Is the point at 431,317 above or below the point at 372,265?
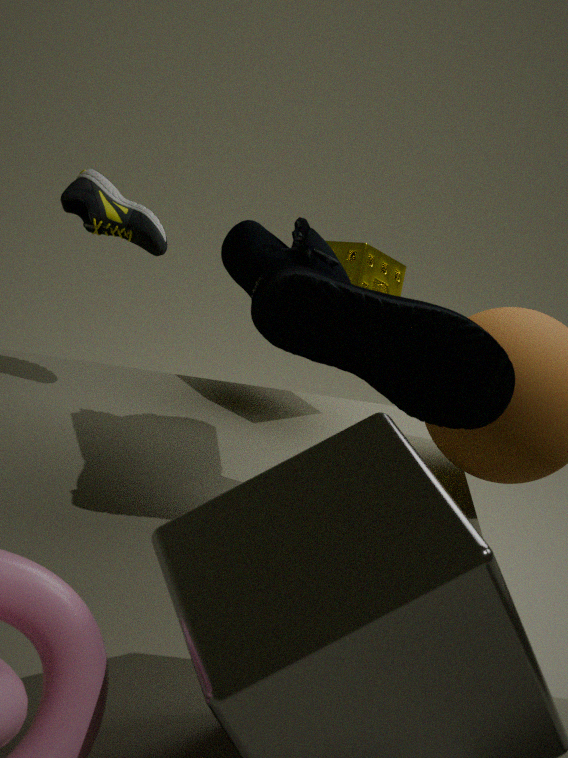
above
